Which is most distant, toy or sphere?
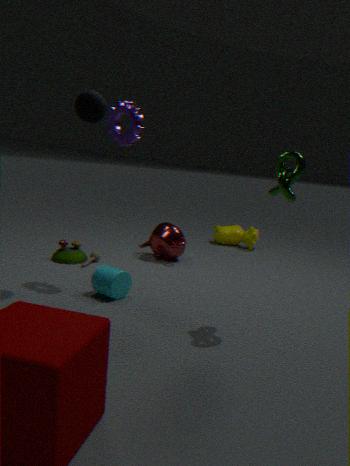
toy
